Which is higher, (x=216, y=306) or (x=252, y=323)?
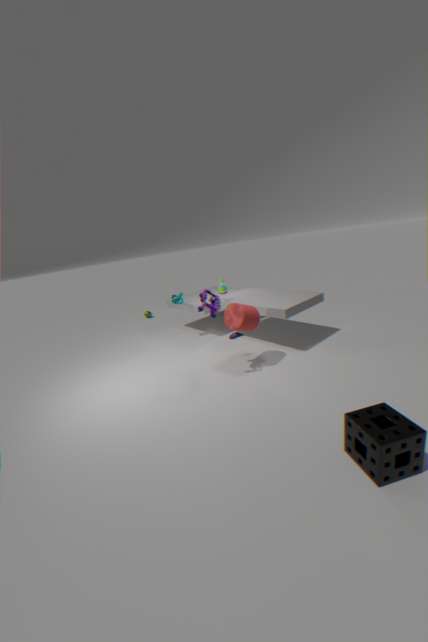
(x=216, y=306)
